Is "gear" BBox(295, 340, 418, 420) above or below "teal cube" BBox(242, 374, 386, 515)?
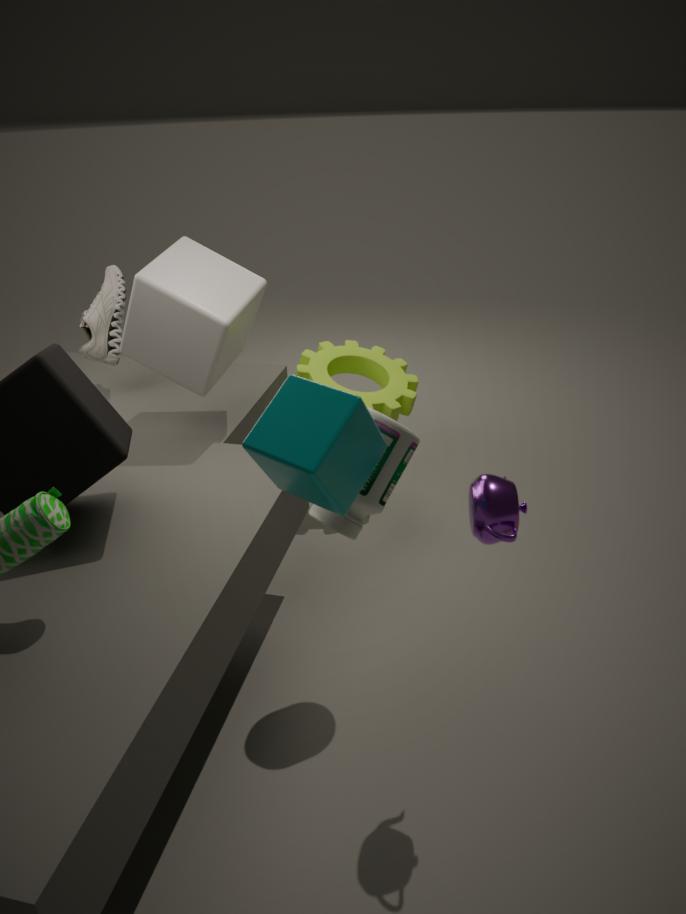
below
